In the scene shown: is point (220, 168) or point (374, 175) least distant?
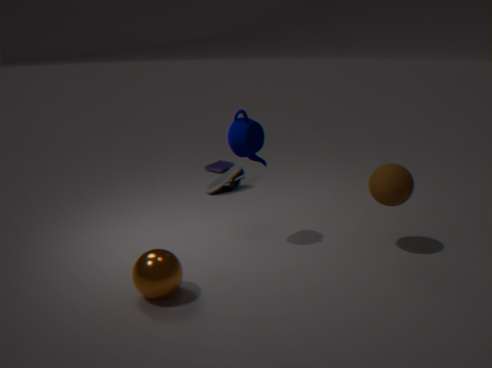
point (374, 175)
